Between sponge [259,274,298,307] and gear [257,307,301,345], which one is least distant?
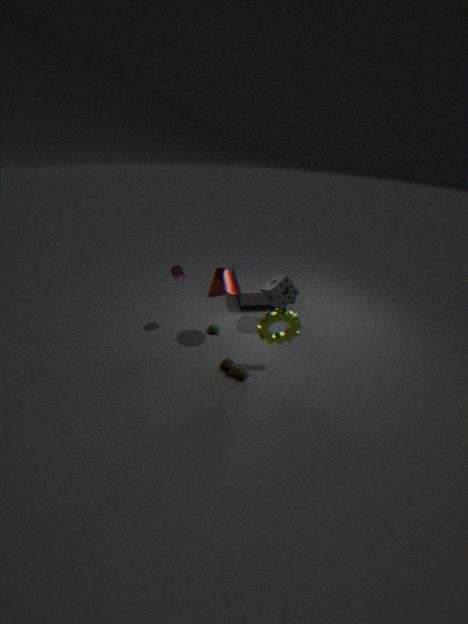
gear [257,307,301,345]
